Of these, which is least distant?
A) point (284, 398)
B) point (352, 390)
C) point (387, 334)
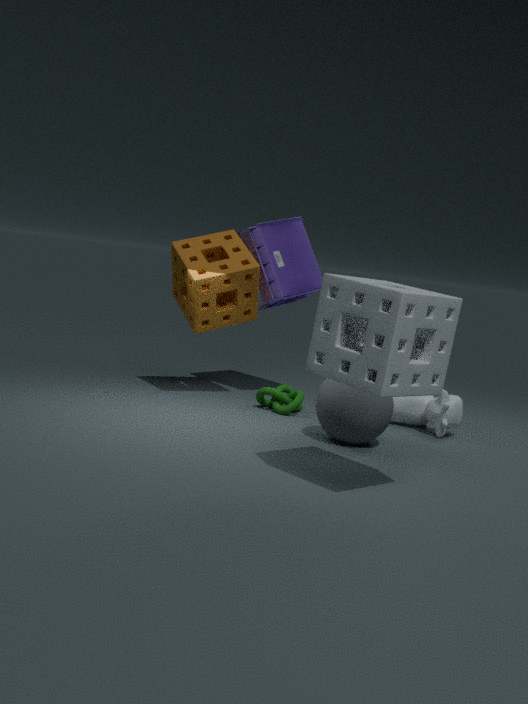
point (387, 334)
